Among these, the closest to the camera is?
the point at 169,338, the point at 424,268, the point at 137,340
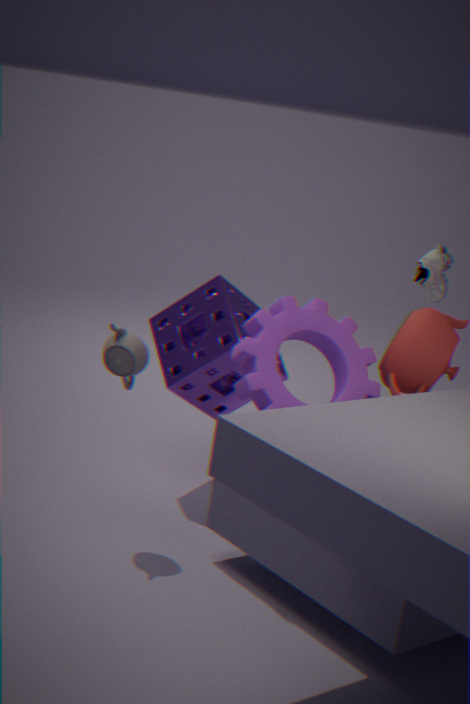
the point at 137,340
